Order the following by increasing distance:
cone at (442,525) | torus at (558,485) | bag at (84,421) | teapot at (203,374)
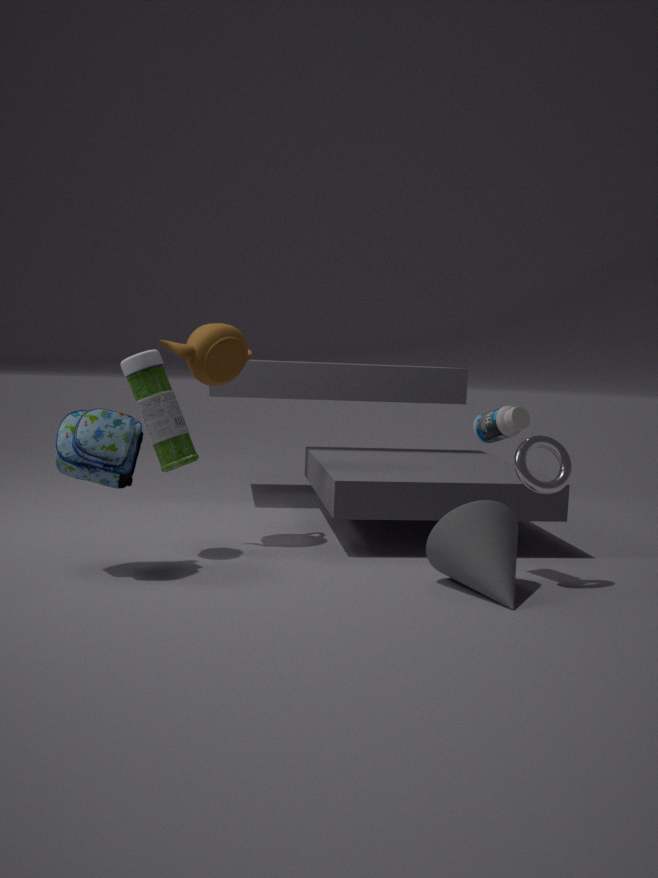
1. cone at (442,525)
2. bag at (84,421)
3. torus at (558,485)
4. teapot at (203,374)
